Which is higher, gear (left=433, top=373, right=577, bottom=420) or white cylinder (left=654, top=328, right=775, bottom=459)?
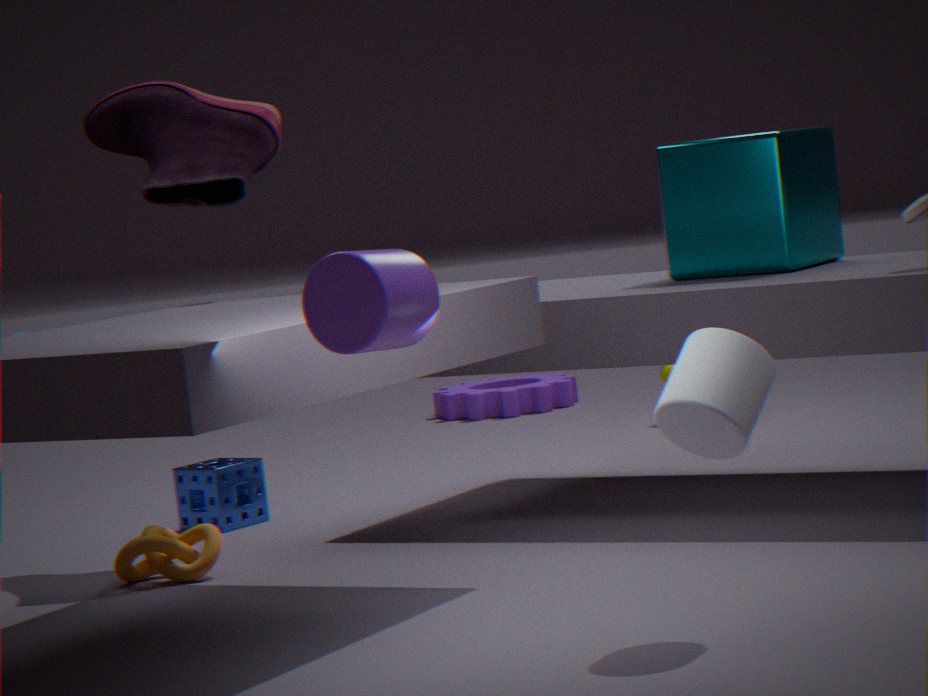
white cylinder (left=654, top=328, right=775, bottom=459)
